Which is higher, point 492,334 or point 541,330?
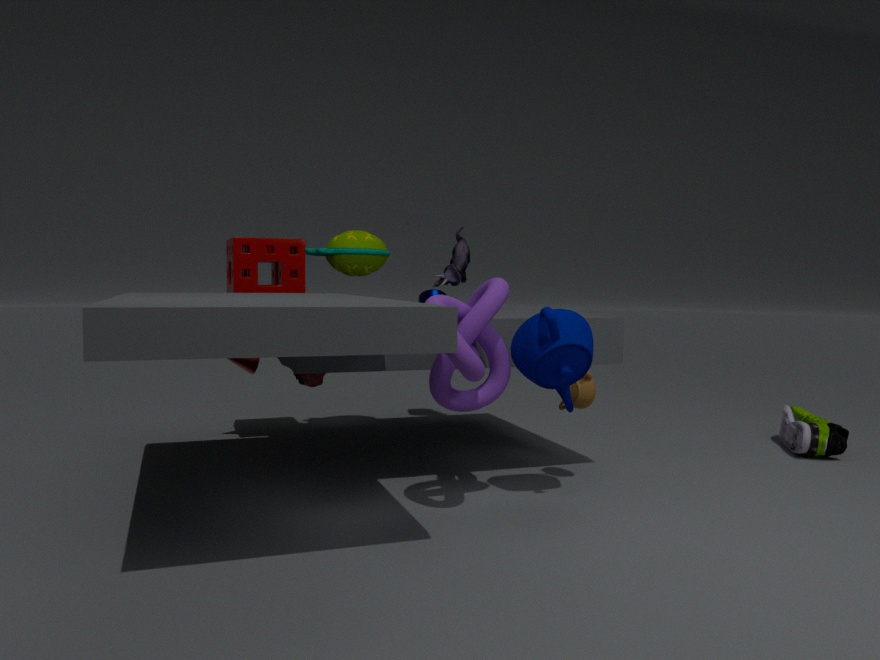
point 492,334
